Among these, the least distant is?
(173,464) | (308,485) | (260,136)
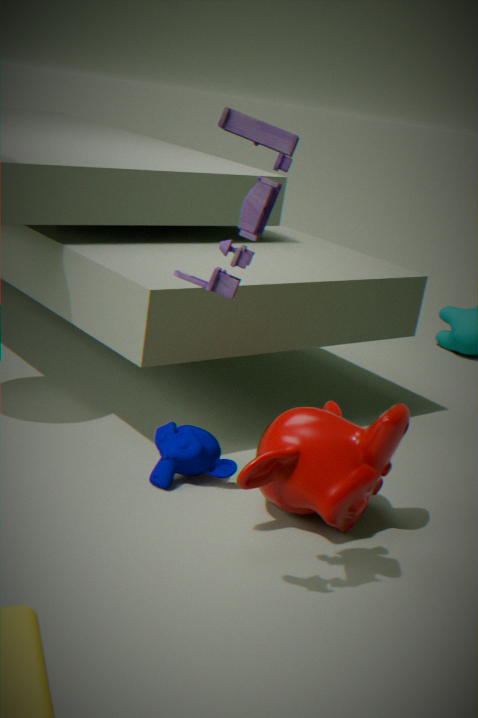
(260,136)
